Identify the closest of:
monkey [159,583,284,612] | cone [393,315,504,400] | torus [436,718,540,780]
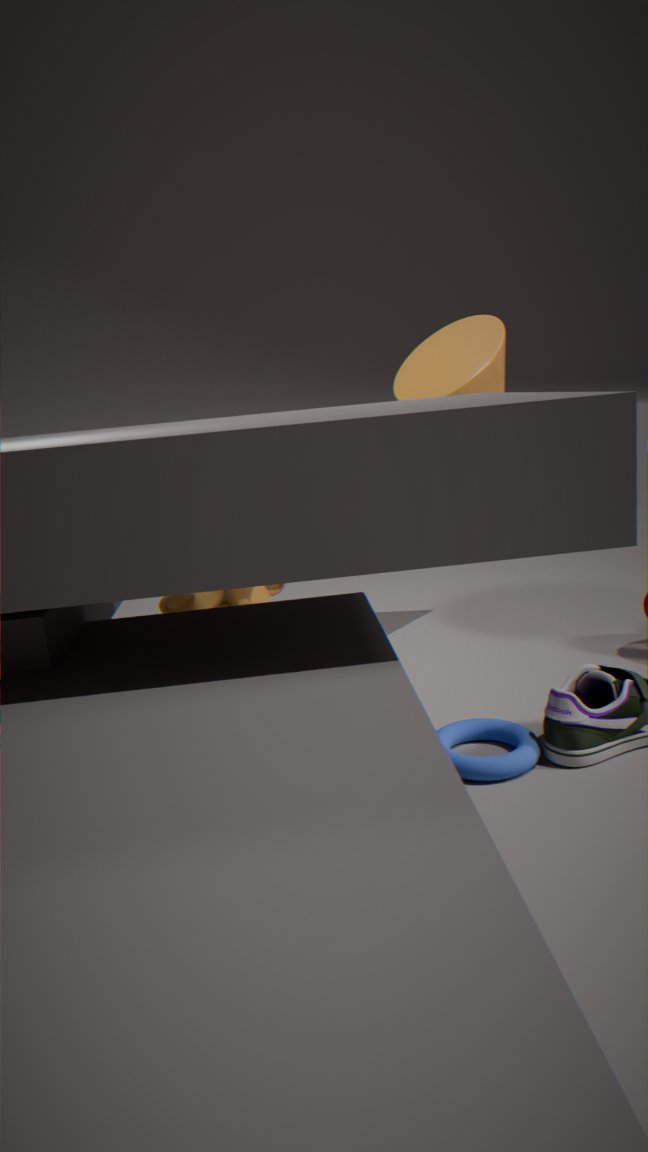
torus [436,718,540,780]
